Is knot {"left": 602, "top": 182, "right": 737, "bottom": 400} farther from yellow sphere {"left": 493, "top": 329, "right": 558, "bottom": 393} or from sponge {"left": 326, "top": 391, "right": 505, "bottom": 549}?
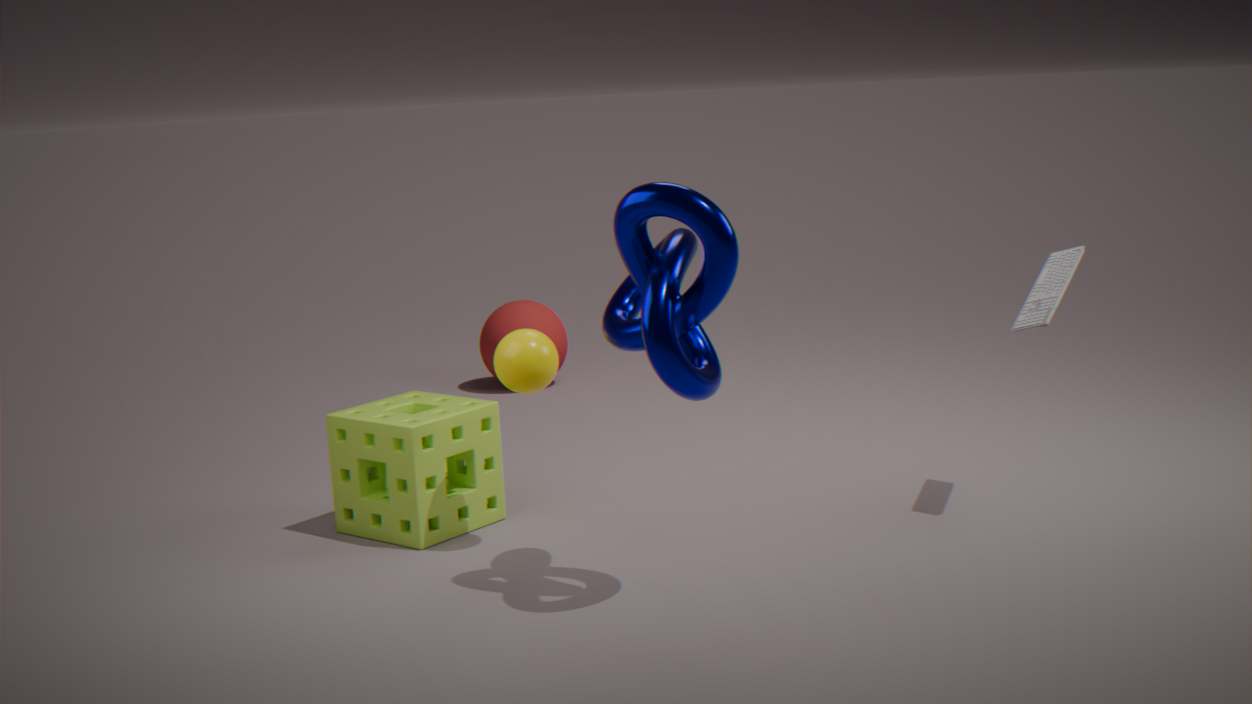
sponge {"left": 326, "top": 391, "right": 505, "bottom": 549}
